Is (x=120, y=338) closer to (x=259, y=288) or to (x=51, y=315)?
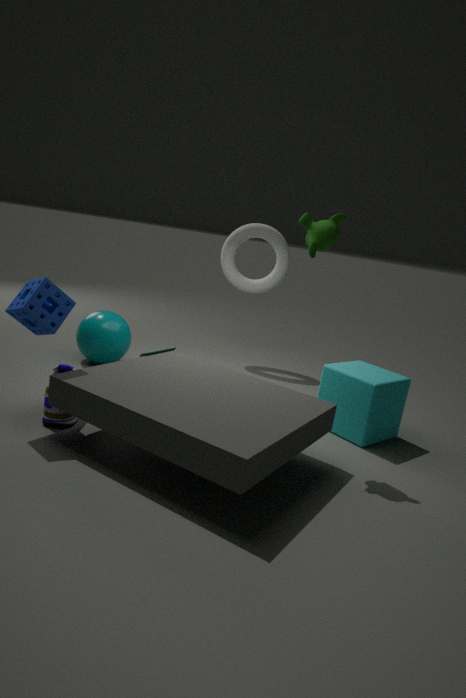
(x=51, y=315)
